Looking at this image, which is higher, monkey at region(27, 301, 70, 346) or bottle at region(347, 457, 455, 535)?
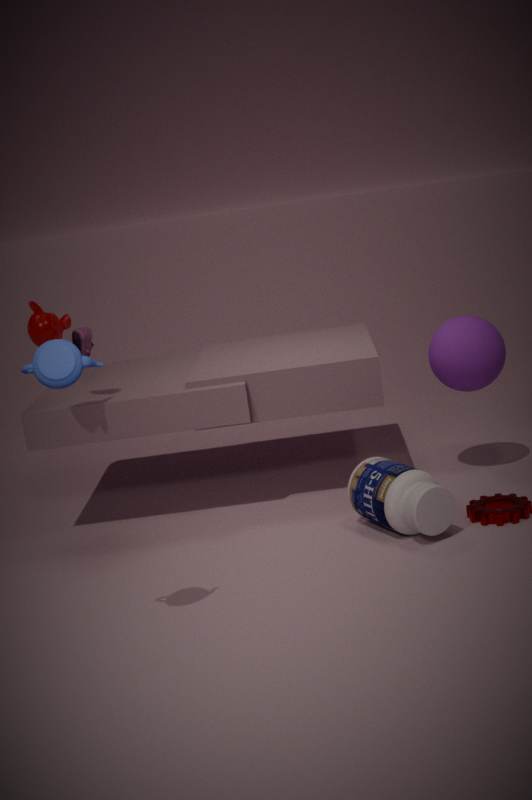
monkey at region(27, 301, 70, 346)
